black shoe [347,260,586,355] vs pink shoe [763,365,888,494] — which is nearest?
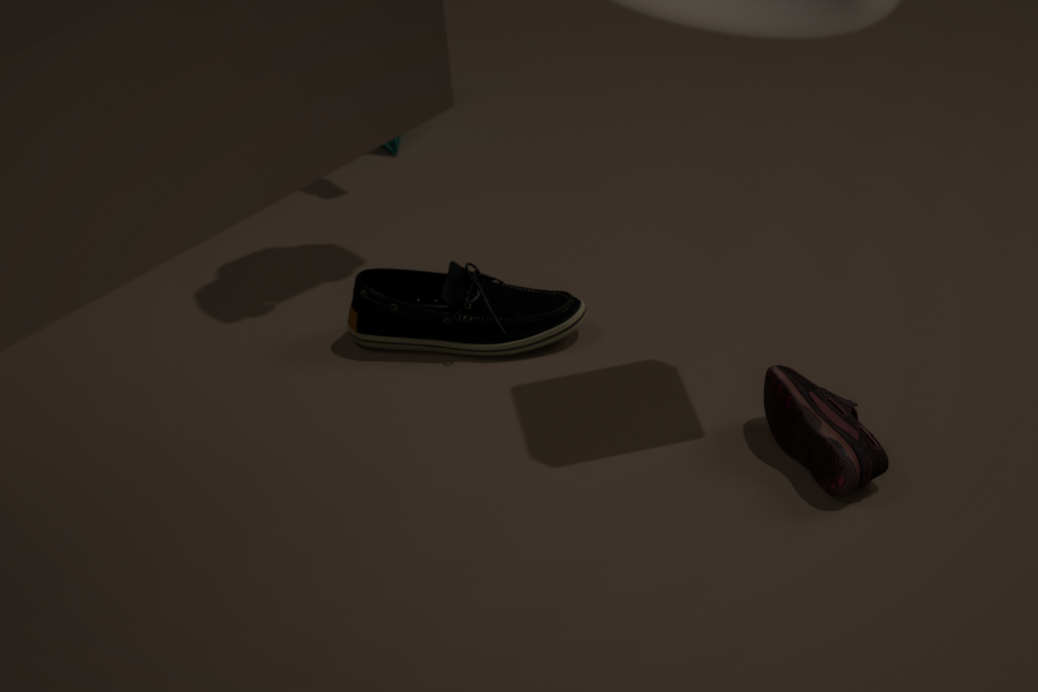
pink shoe [763,365,888,494]
